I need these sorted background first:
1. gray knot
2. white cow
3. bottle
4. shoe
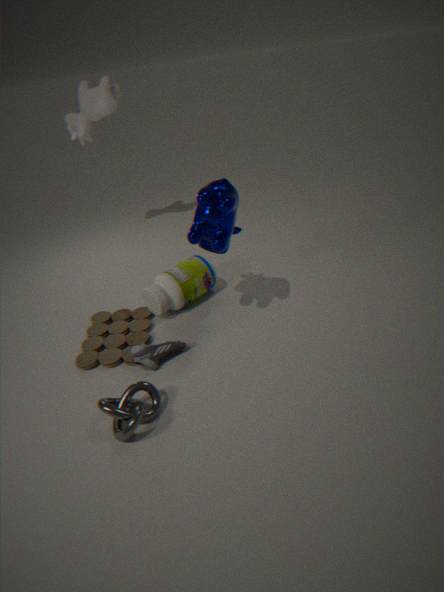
1. white cow
2. bottle
3. shoe
4. gray knot
